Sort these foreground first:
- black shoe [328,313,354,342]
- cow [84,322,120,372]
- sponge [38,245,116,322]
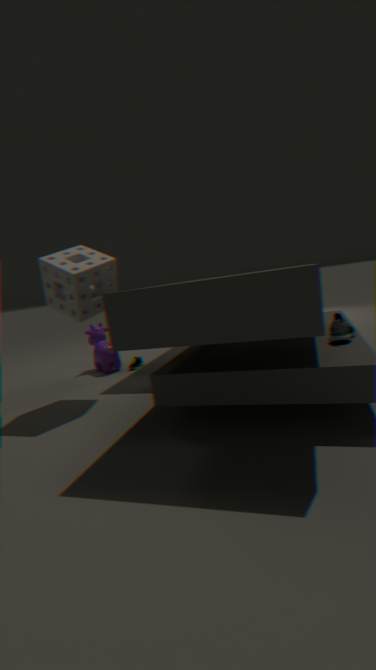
black shoe [328,313,354,342]
sponge [38,245,116,322]
cow [84,322,120,372]
